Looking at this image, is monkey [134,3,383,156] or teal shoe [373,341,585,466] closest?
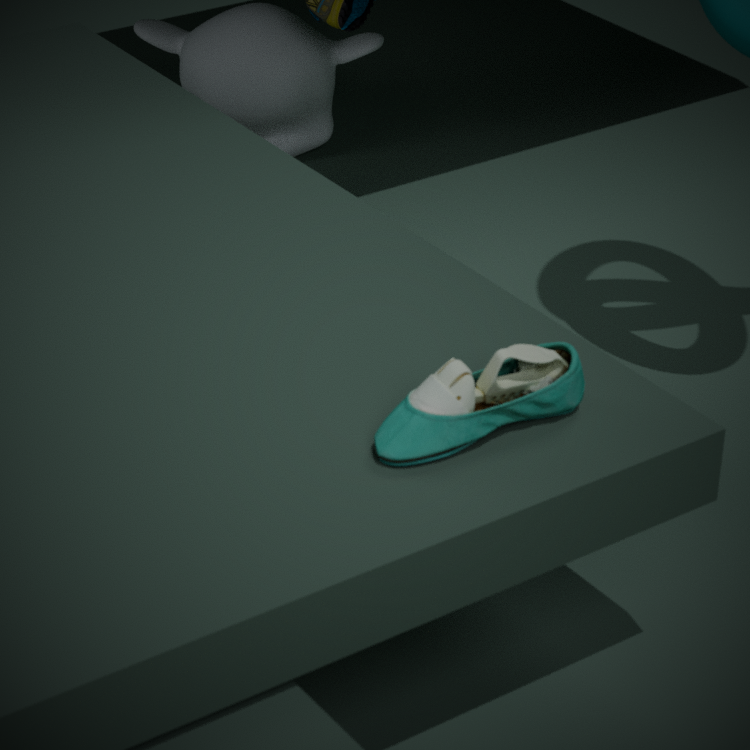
teal shoe [373,341,585,466]
